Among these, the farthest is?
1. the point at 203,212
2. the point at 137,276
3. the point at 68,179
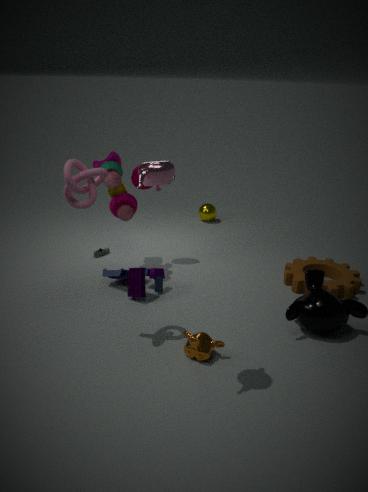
the point at 203,212
